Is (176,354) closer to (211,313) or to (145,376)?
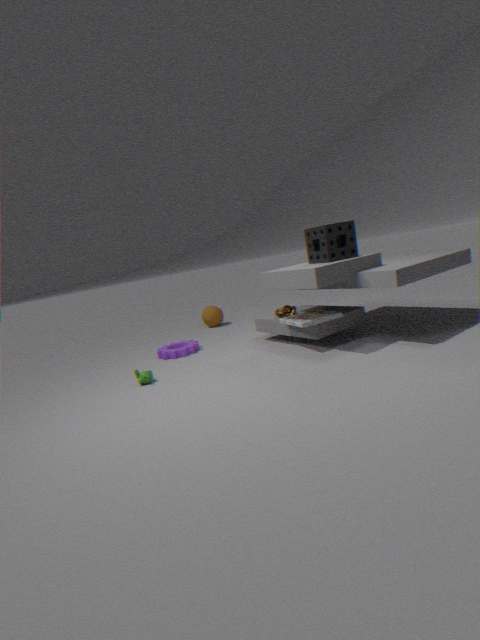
(145,376)
